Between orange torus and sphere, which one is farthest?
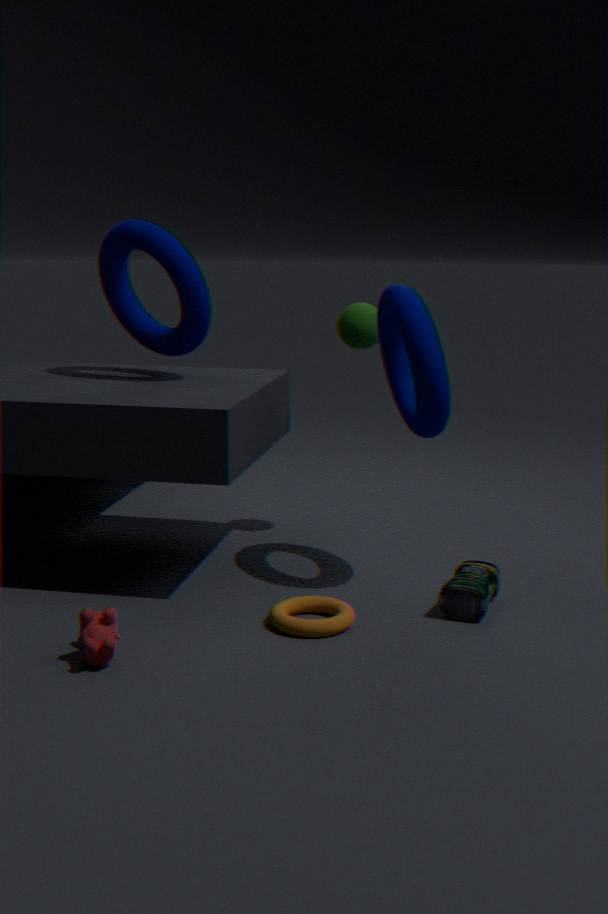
sphere
